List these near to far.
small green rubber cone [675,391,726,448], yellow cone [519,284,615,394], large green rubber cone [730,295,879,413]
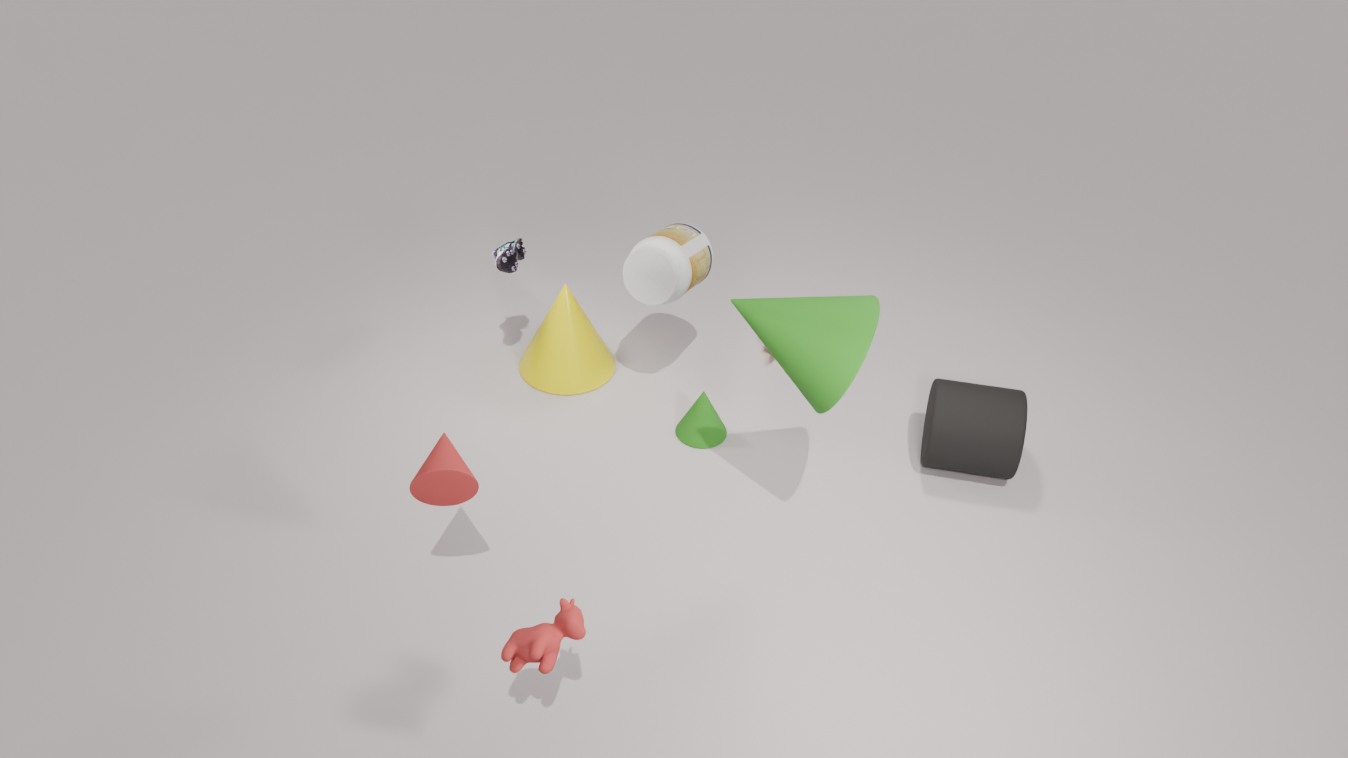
1. large green rubber cone [730,295,879,413]
2. small green rubber cone [675,391,726,448]
3. yellow cone [519,284,615,394]
